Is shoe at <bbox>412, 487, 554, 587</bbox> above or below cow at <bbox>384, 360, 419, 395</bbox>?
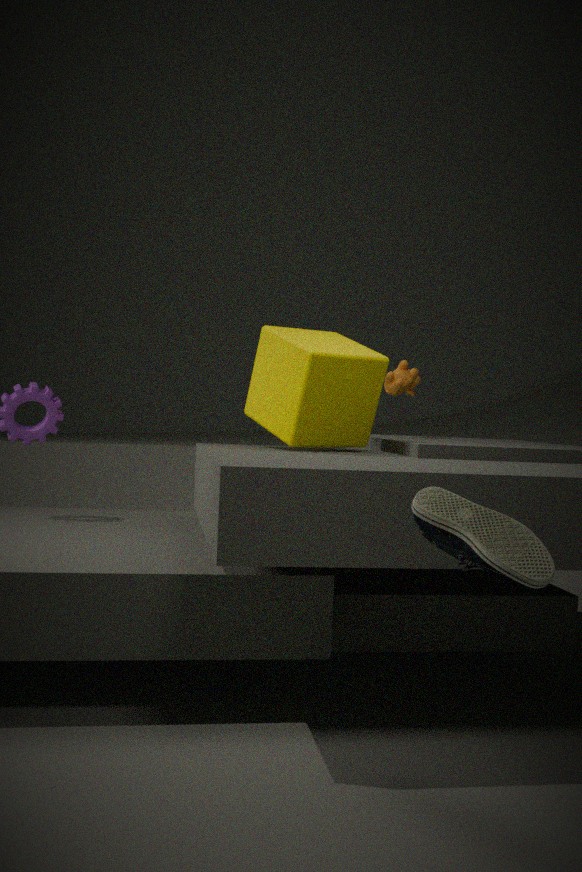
below
